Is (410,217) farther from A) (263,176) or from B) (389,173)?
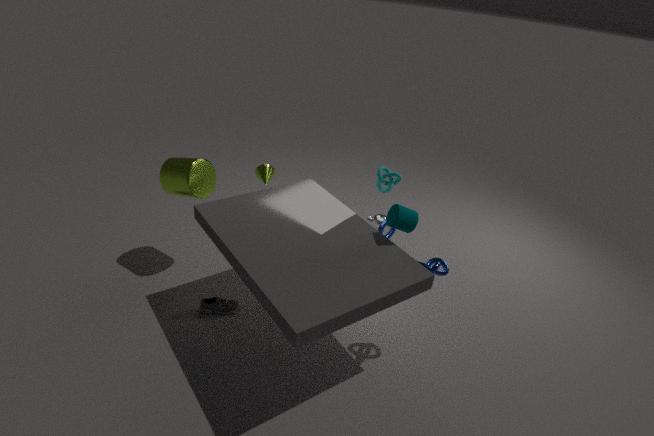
A) (263,176)
